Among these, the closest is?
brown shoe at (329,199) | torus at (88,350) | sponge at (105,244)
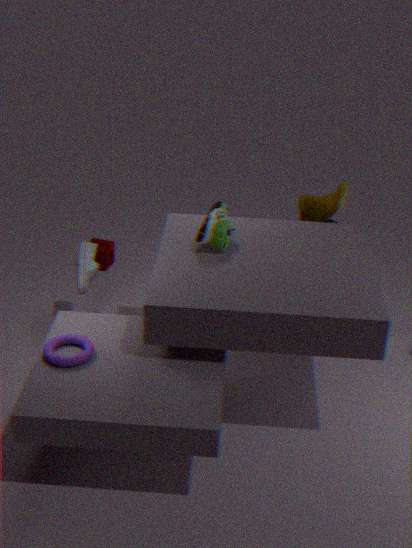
torus at (88,350)
